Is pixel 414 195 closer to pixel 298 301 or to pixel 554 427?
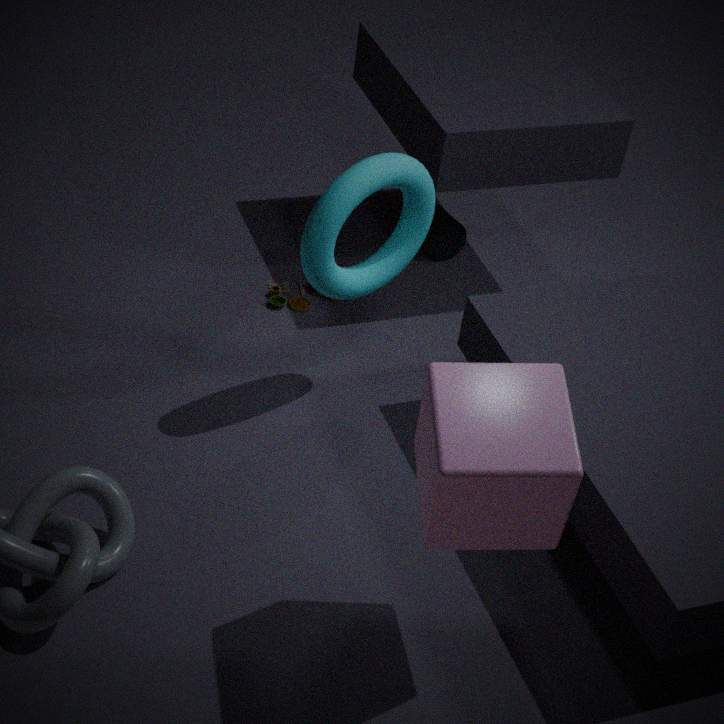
pixel 298 301
